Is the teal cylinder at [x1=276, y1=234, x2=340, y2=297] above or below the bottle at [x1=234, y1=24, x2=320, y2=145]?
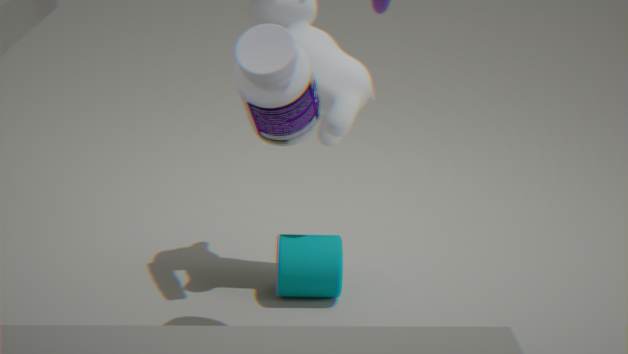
below
